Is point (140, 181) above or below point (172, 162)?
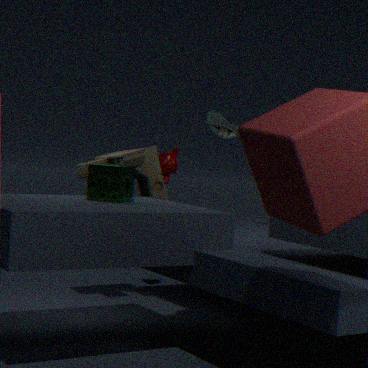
below
